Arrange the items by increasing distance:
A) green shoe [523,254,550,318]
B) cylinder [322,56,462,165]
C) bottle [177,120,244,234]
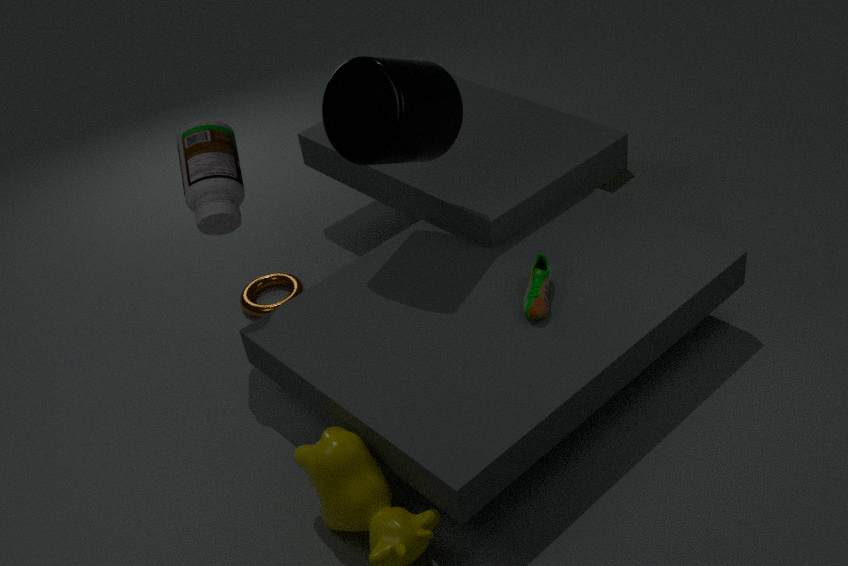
cylinder [322,56,462,165] → green shoe [523,254,550,318] → bottle [177,120,244,234]
